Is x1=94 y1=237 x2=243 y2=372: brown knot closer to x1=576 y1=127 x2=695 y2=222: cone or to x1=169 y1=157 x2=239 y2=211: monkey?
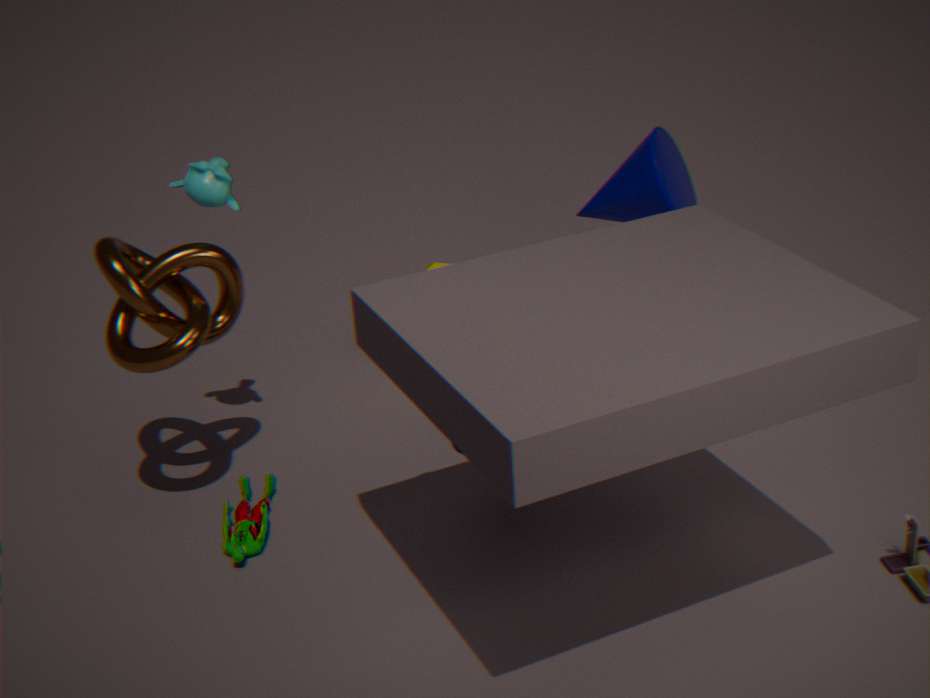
x1=169 y1=157 x2=239 y2=211: monkey
